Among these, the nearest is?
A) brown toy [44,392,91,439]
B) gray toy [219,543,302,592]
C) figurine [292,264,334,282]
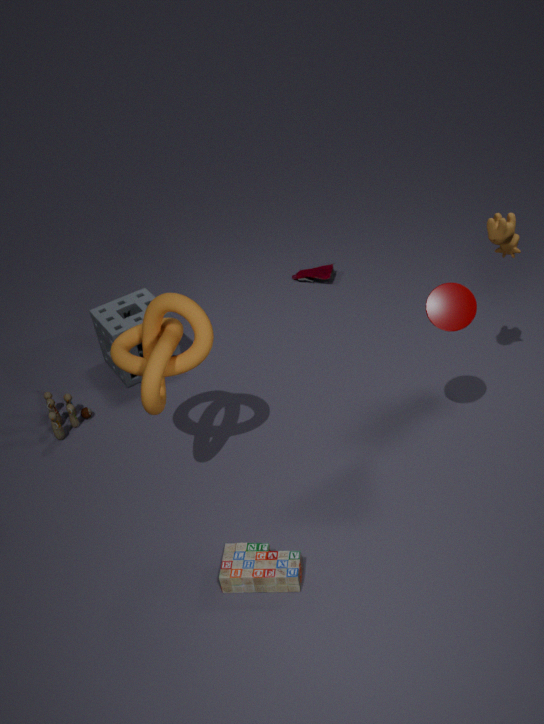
gray toy [219,543,302,592]
